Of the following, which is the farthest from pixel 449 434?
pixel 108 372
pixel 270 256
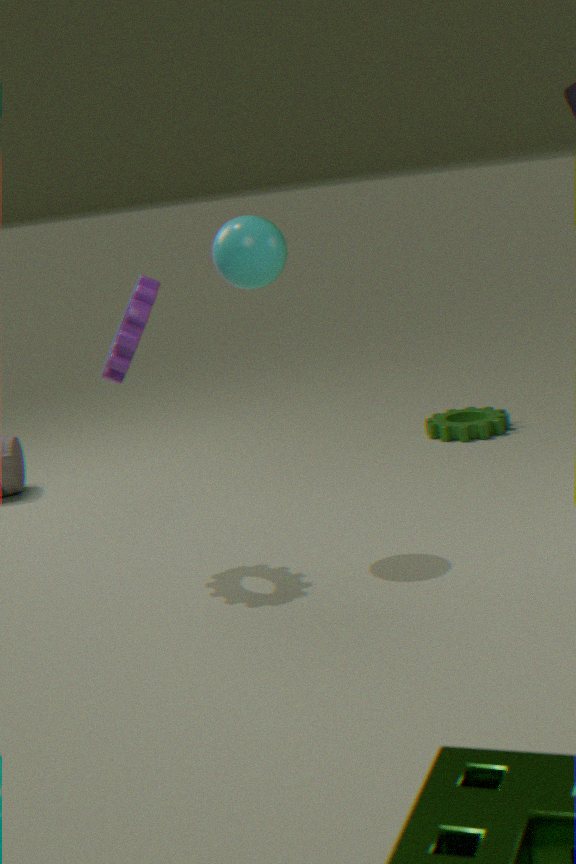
pixel 108 372
